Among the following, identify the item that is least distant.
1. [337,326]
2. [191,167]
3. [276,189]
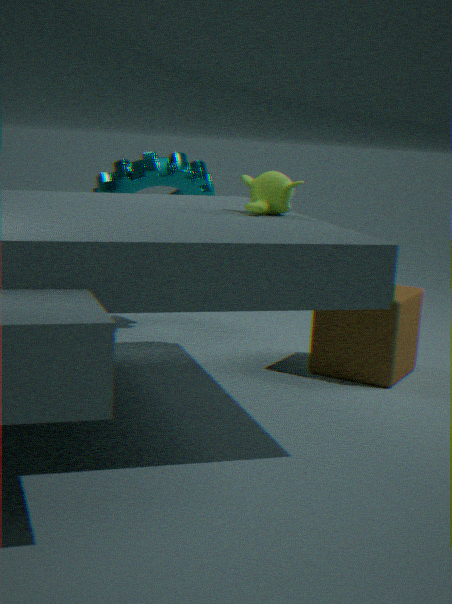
[276,189]
